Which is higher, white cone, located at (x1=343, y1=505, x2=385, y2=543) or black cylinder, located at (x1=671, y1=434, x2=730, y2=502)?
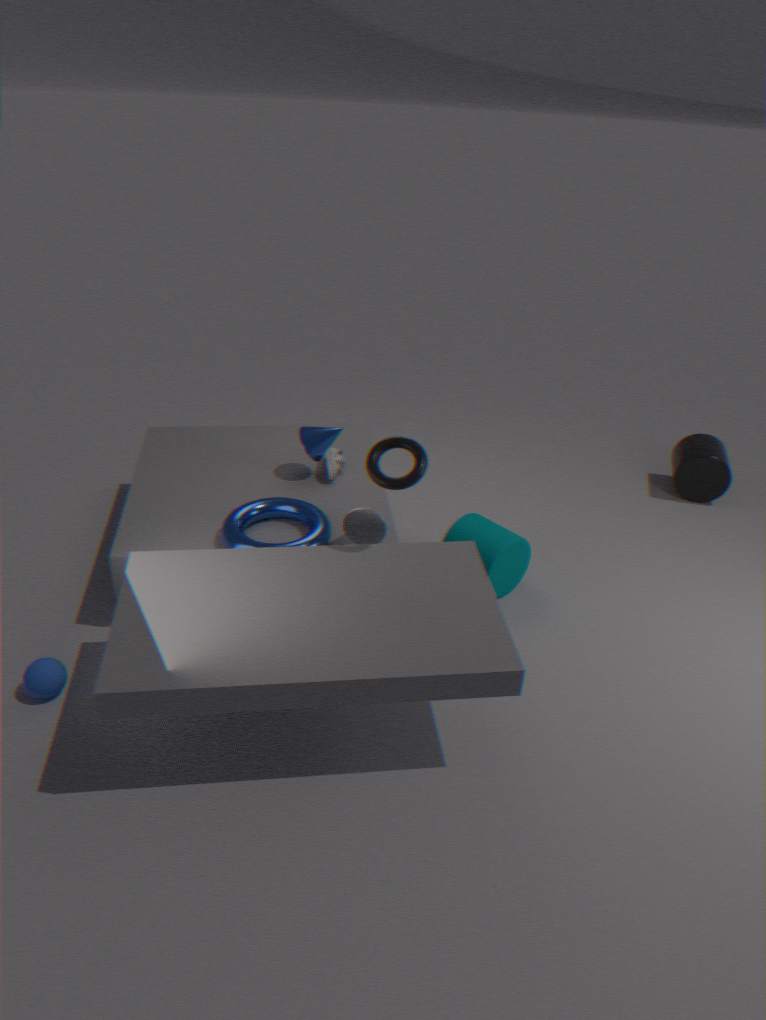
white cone, located at (x1=343, y1=505, x2=385, y2=543)
